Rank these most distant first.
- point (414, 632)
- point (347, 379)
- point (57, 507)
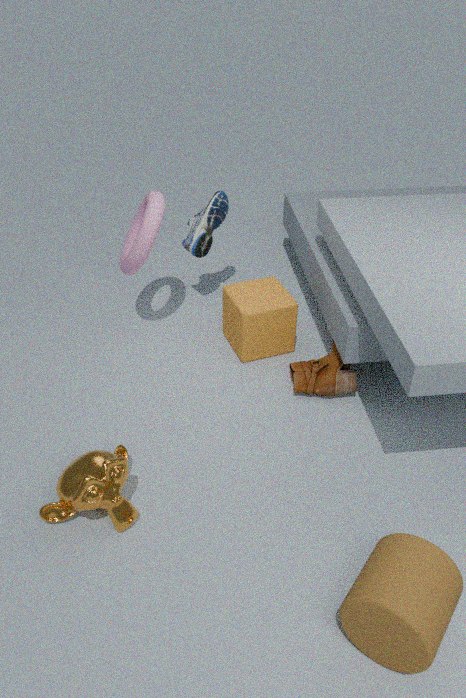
point (347, 379), point (57, 507), point (414, 632)
